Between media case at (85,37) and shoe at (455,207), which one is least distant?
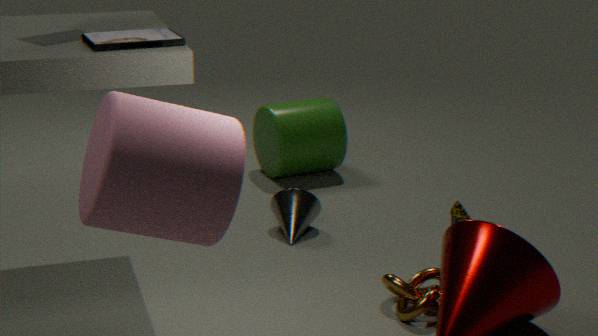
media case at (85,37)
